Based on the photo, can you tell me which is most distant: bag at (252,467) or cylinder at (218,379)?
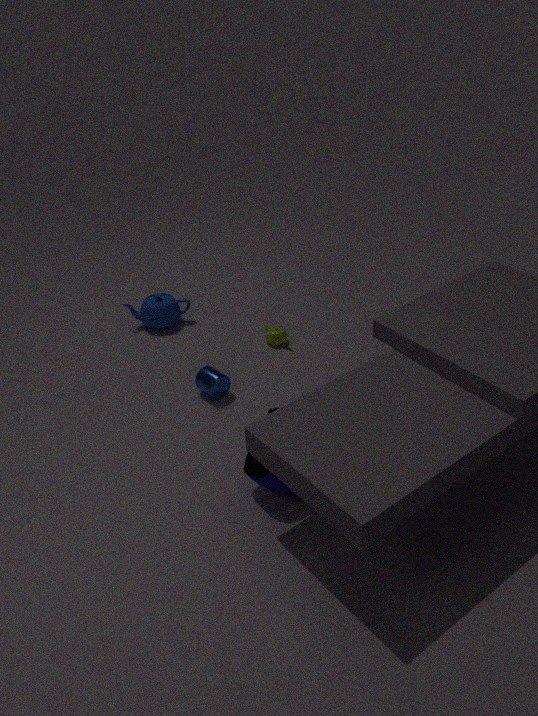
cylinder at (218,379)
